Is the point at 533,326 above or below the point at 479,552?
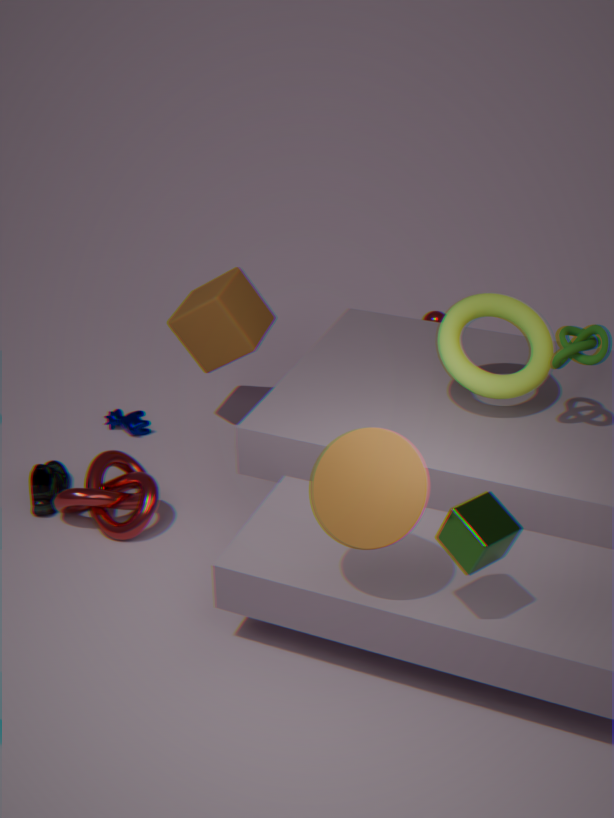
above
